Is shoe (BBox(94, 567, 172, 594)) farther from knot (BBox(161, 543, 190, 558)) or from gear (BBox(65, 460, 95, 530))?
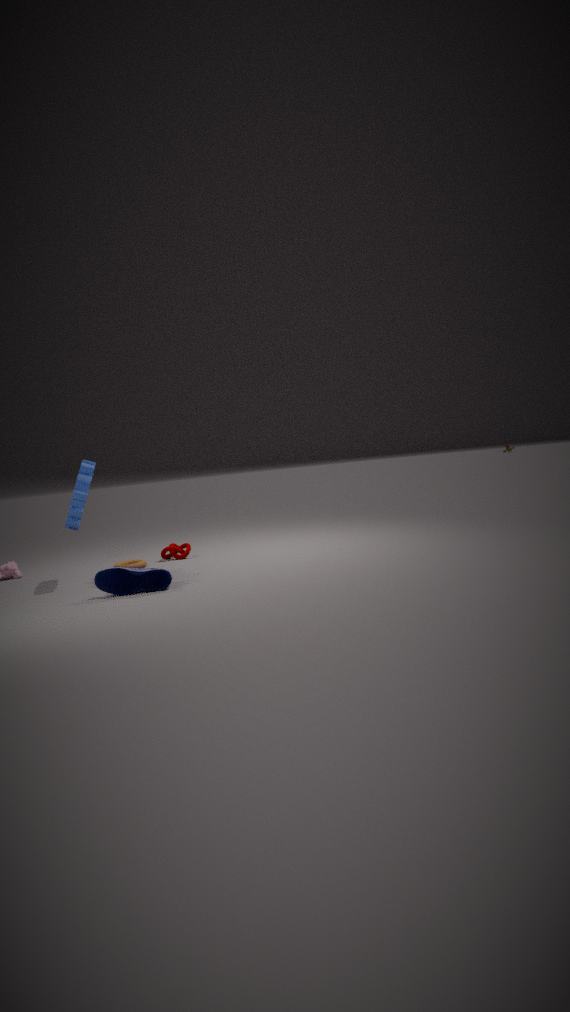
knot (BBox(161, 543, 190, 558))
